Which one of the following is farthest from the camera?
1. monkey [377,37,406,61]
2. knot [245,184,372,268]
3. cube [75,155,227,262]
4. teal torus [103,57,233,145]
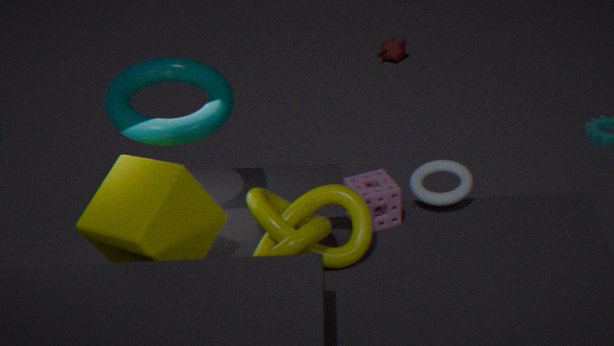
monkey [377,37,406,61]
